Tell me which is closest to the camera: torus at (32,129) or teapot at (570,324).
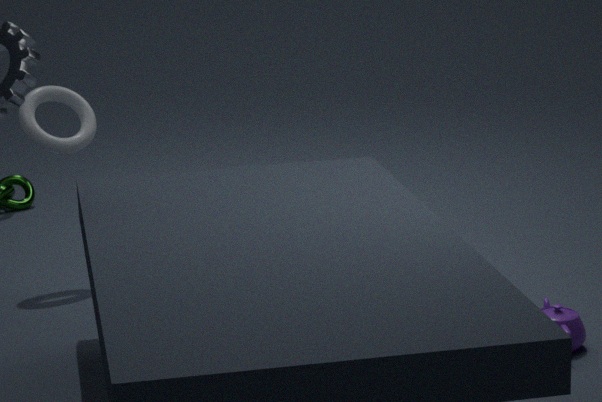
teapot at (570,324)
